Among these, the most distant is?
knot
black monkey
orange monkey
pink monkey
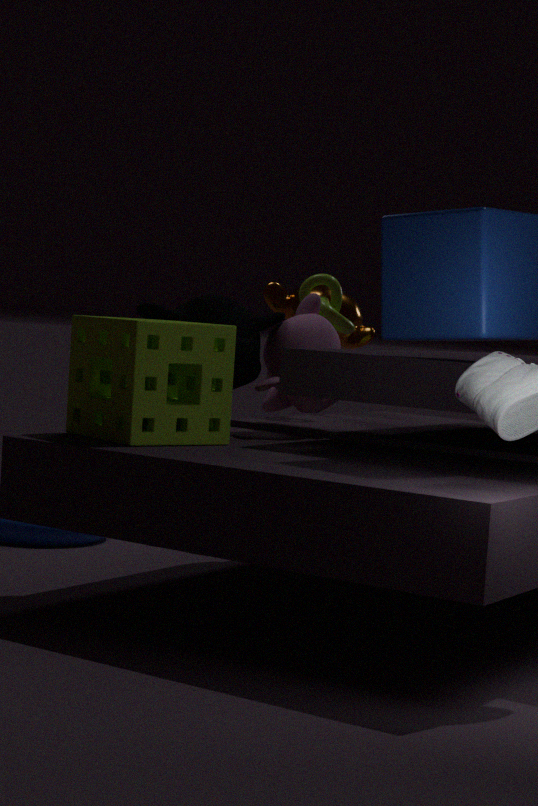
orange monkey
